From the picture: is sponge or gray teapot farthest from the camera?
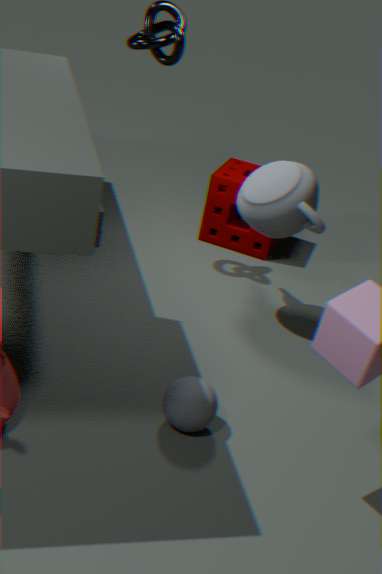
sponge
